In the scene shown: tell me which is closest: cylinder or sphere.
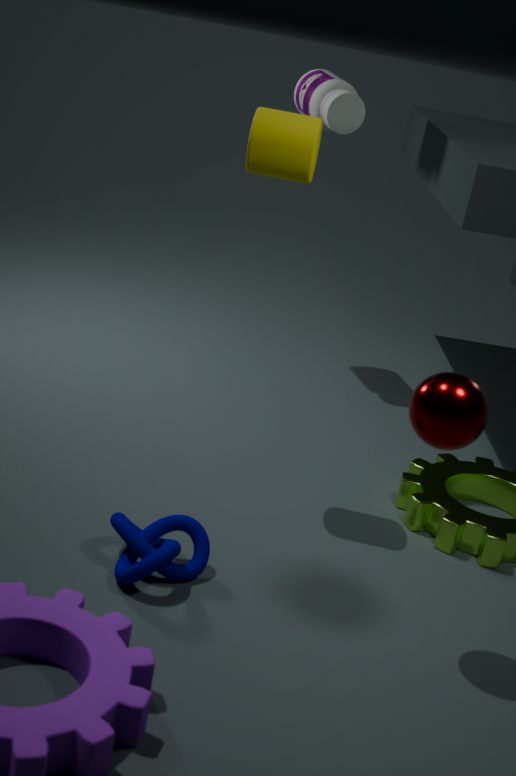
sphere
